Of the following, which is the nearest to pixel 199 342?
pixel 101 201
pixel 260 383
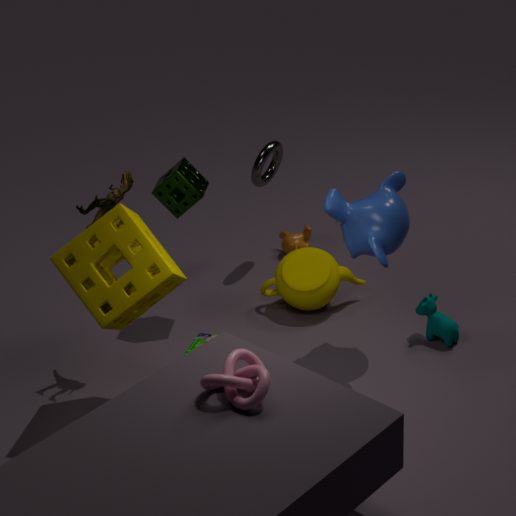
pixel 101 201
